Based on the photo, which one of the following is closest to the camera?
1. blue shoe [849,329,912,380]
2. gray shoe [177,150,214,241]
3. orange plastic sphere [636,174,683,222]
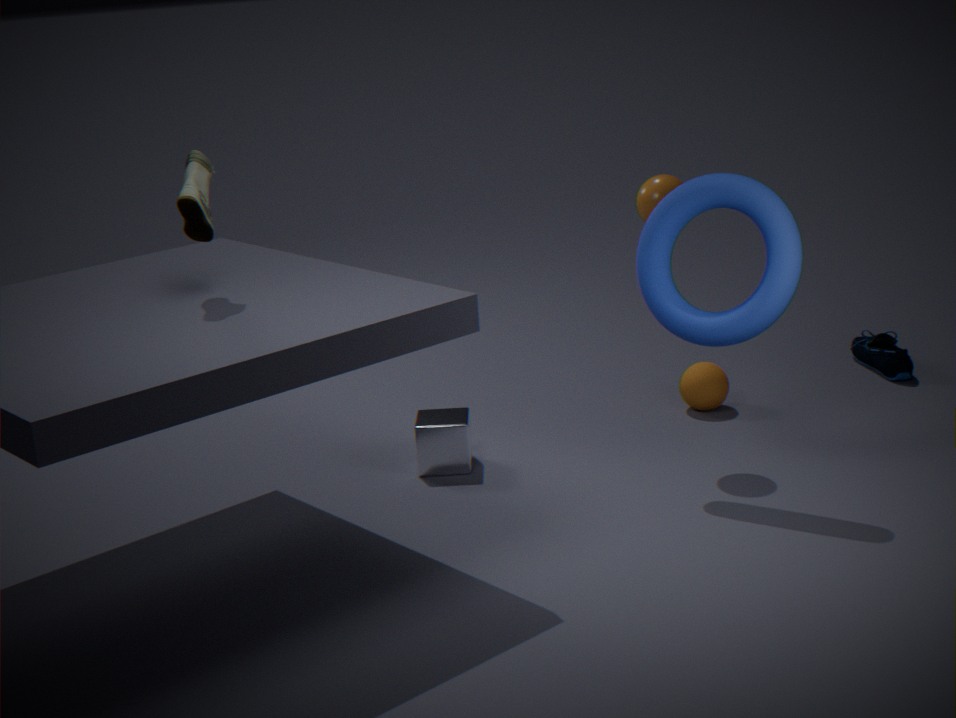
gray shoe [177,150,214,241]
